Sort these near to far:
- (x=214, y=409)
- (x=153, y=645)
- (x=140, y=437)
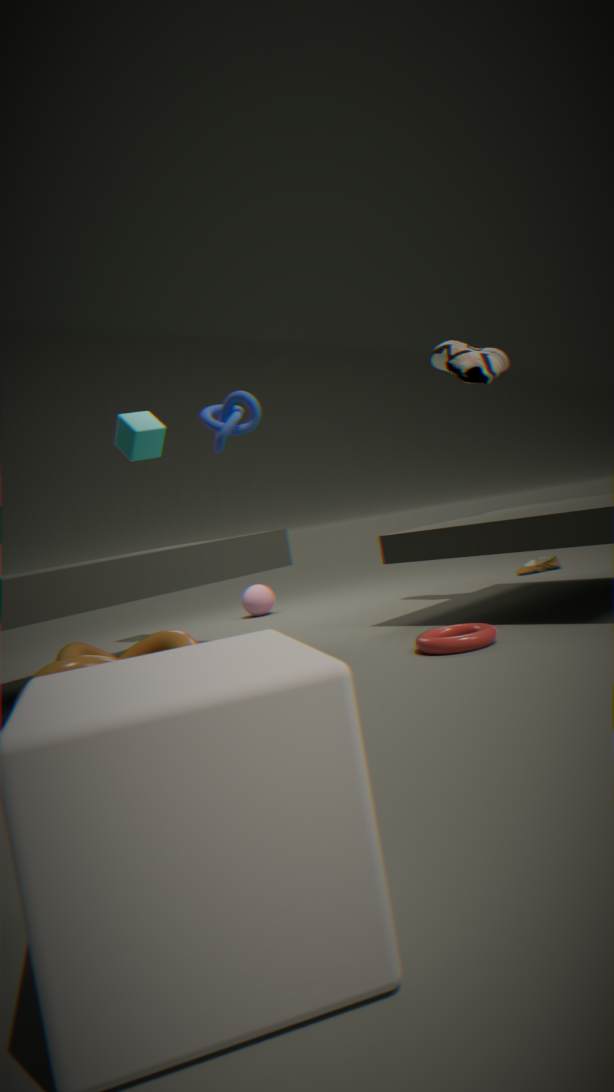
(x=153, y=645), (x=214, y=409), (x=140, y=437)
